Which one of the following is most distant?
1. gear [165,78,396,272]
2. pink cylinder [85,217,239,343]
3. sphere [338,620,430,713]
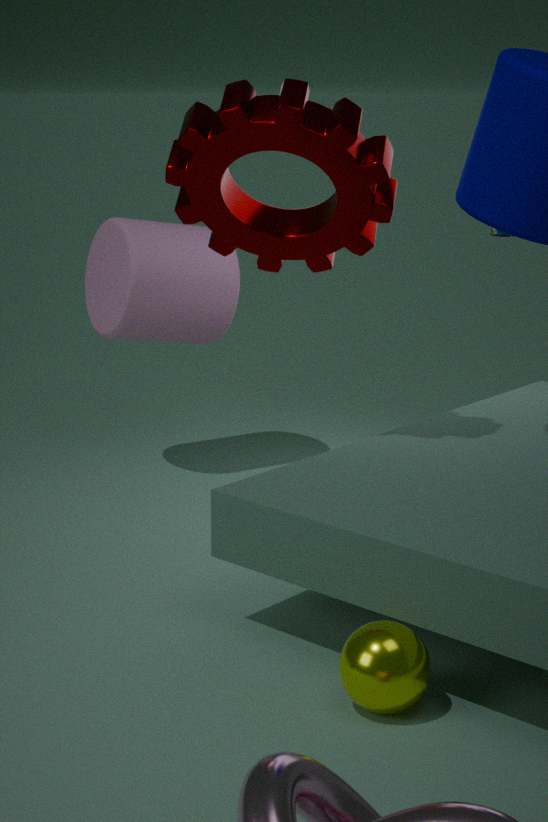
pink cylinder [85,217,239,343]
